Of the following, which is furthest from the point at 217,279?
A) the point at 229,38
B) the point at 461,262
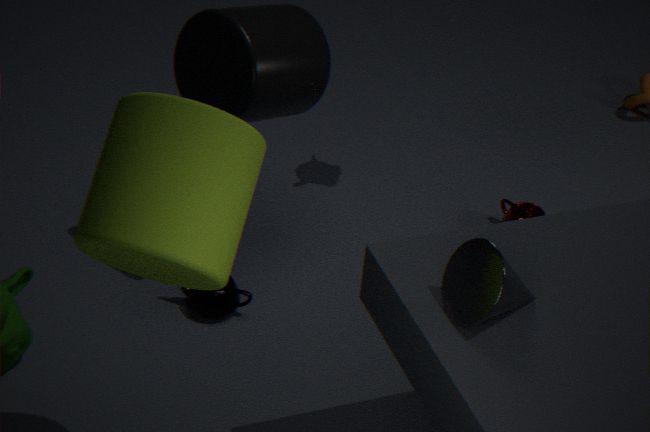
the point at 229,38
